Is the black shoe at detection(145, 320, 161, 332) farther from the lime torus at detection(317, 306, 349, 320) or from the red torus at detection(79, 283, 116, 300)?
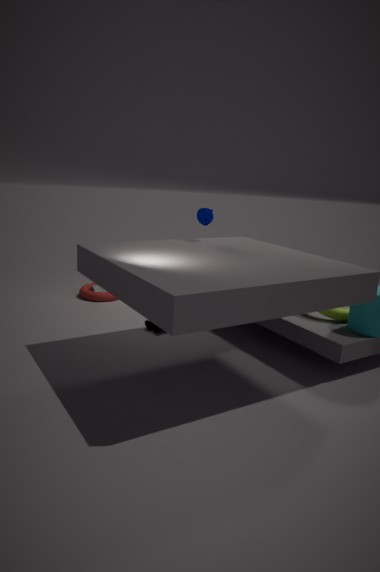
the lime torus at detection(317, 306, 349, 320)
